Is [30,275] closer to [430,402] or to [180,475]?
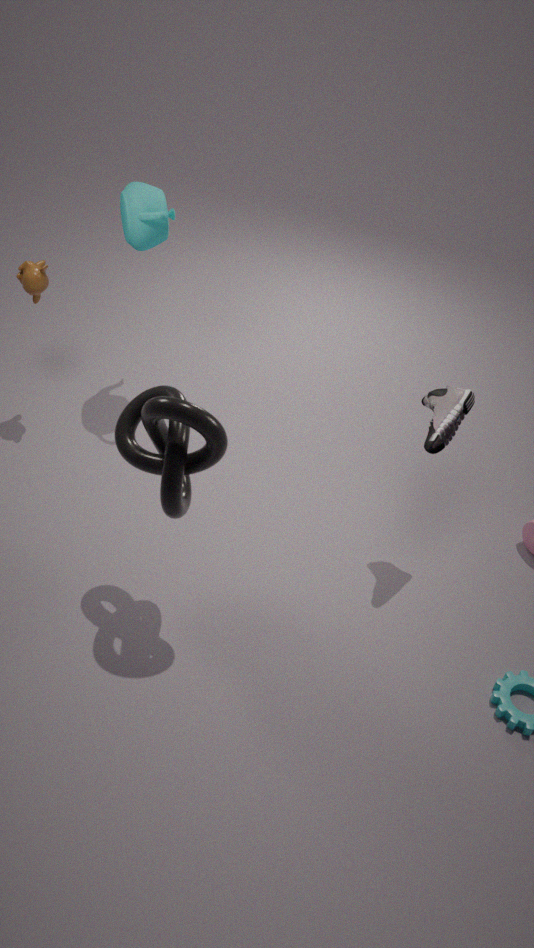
[180,475]
